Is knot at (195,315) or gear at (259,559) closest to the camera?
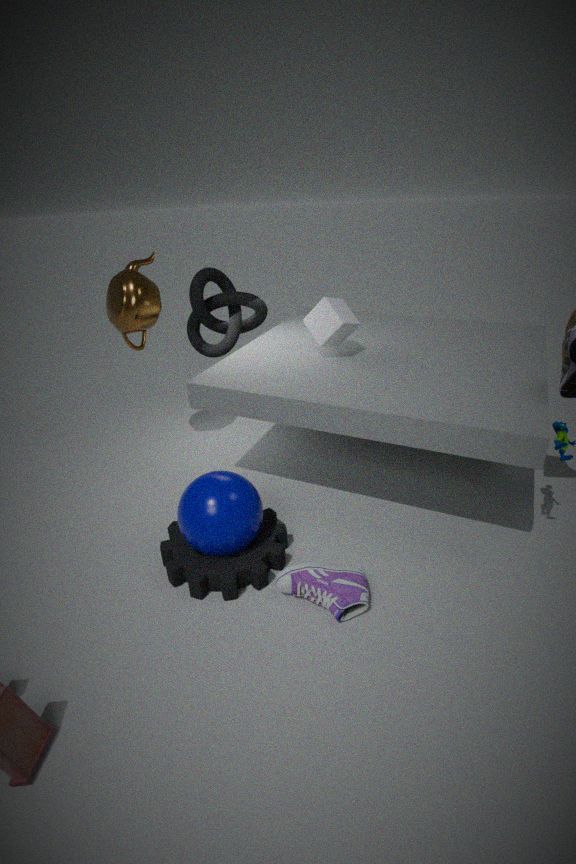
gear at (259,559)
